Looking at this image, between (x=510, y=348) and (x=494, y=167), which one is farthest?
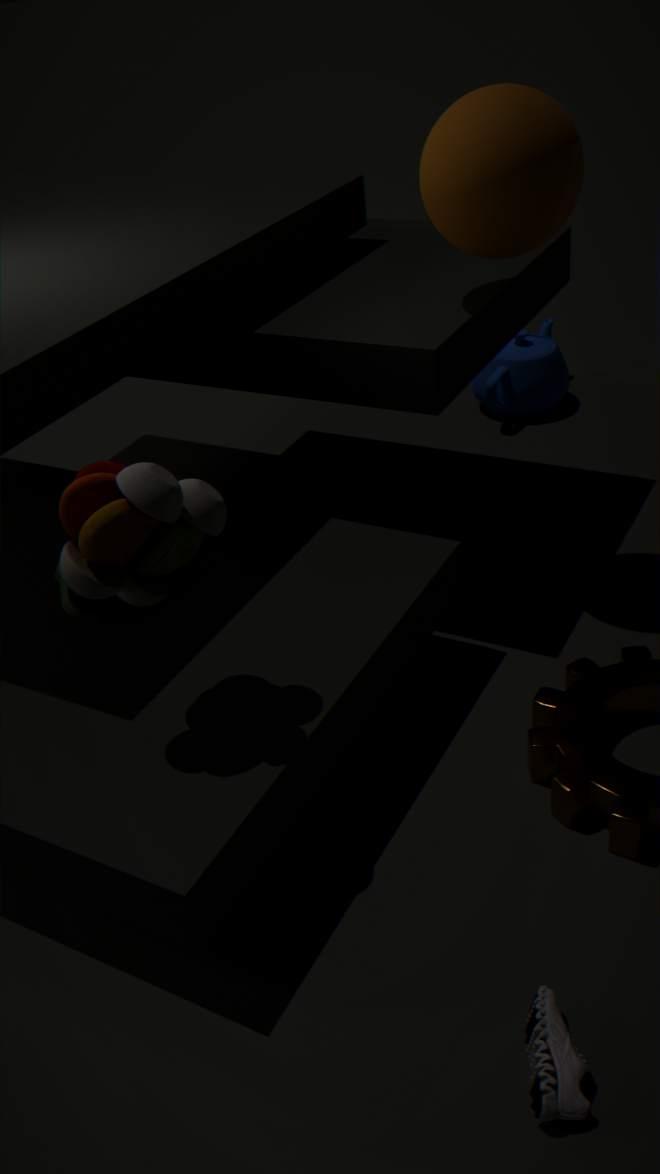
(x=510, y=348)
